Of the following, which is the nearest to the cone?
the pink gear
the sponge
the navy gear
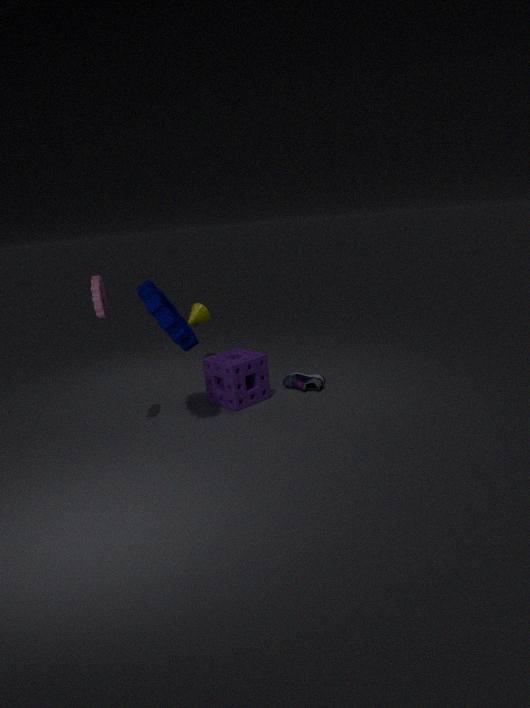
the sponge
